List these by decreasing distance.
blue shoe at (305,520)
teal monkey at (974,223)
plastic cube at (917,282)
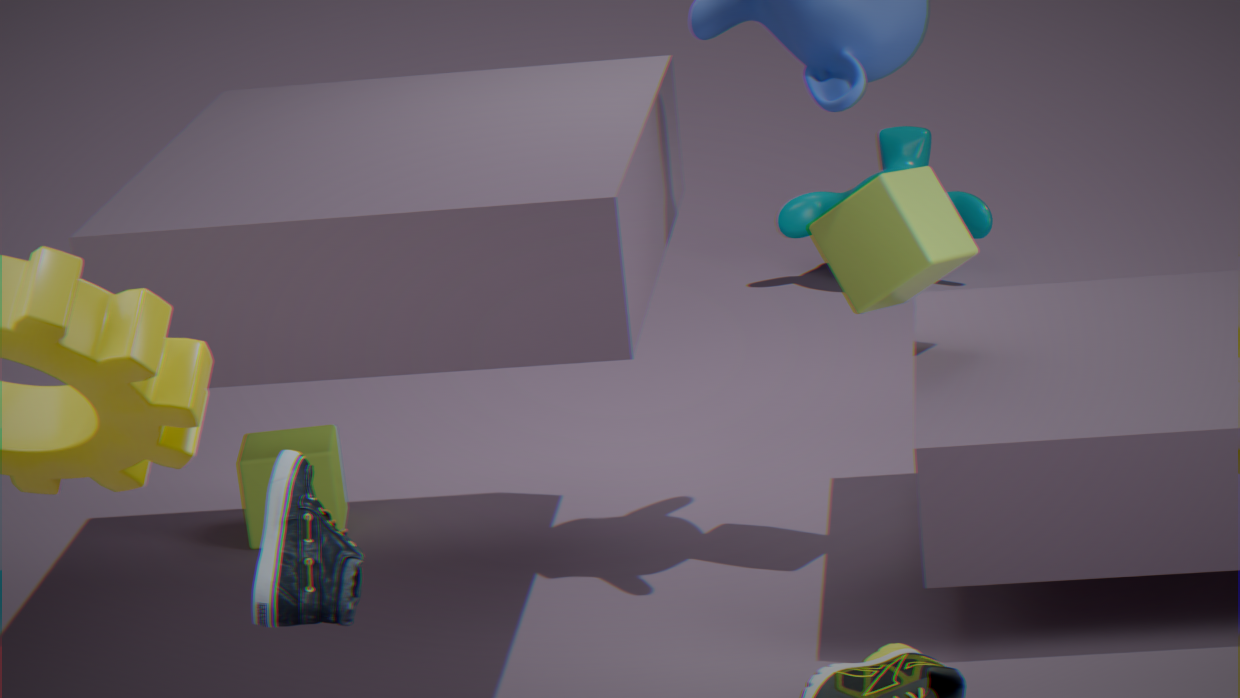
teal monkey at (974,223) < plastic cube at (917,282) < blue shoe at (305,520)
